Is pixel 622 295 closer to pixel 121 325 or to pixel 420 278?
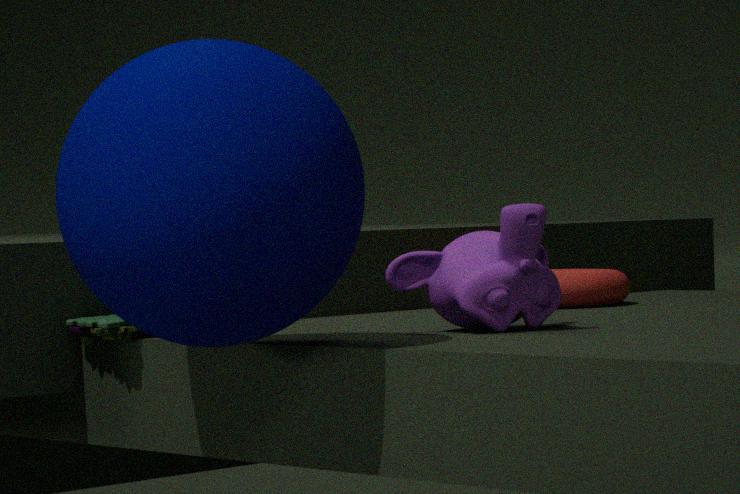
pixel 420 278
